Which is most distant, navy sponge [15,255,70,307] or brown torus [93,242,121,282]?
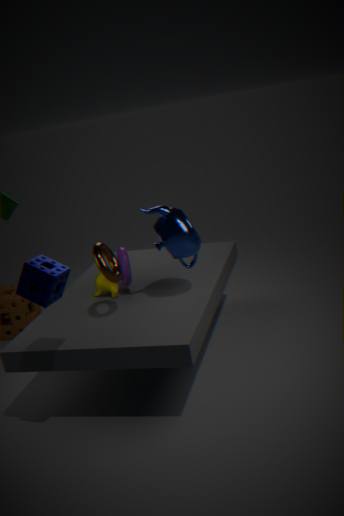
brown torus [93,242,121,282]
